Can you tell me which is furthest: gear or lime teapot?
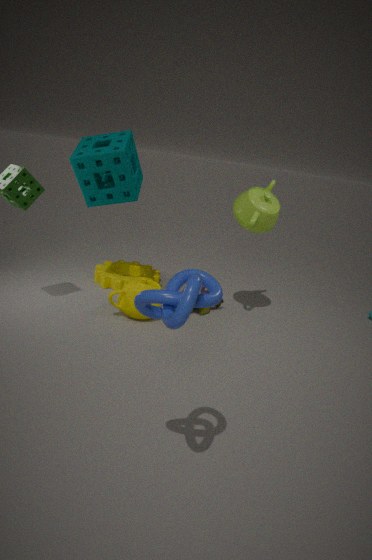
gear
